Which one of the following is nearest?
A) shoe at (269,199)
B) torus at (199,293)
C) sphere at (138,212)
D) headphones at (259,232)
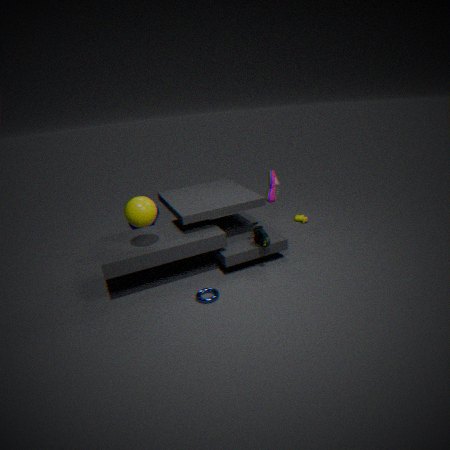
sphere at (138,212)
